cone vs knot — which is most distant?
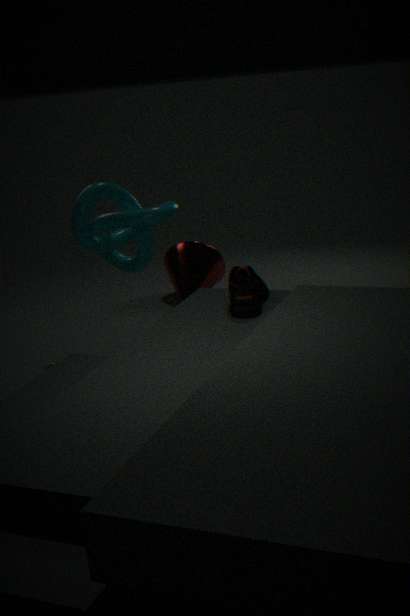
cone
